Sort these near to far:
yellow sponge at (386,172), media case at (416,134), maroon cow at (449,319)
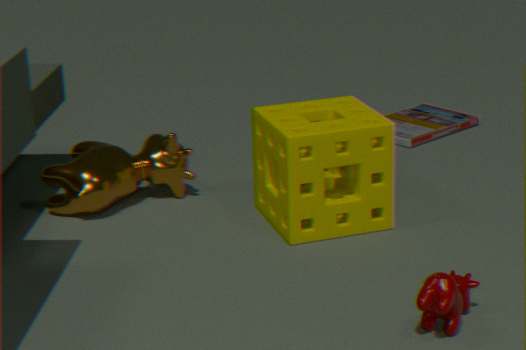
maroon cow at (449,319) → yellow sponge at (386,172) → media case at (416,134)
